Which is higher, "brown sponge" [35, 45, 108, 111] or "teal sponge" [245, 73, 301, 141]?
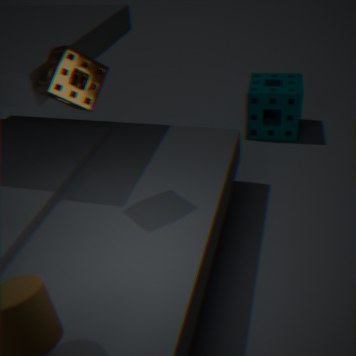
"brown sponge" [35, 45, 108, 111]
